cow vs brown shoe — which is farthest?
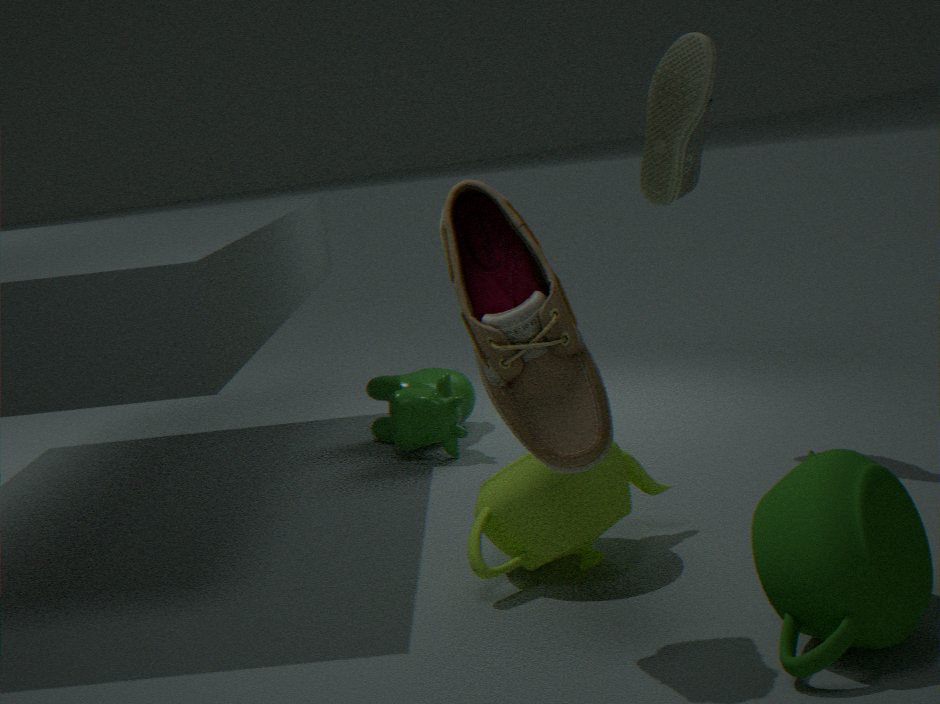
cow
